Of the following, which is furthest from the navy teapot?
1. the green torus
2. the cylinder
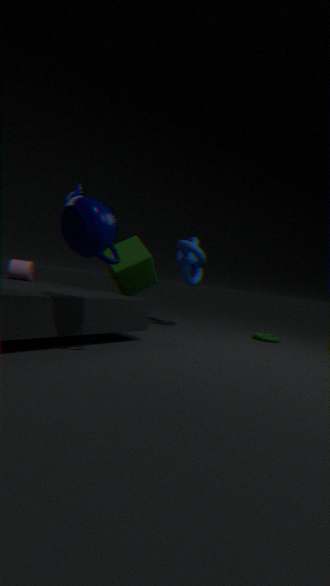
the green torus
